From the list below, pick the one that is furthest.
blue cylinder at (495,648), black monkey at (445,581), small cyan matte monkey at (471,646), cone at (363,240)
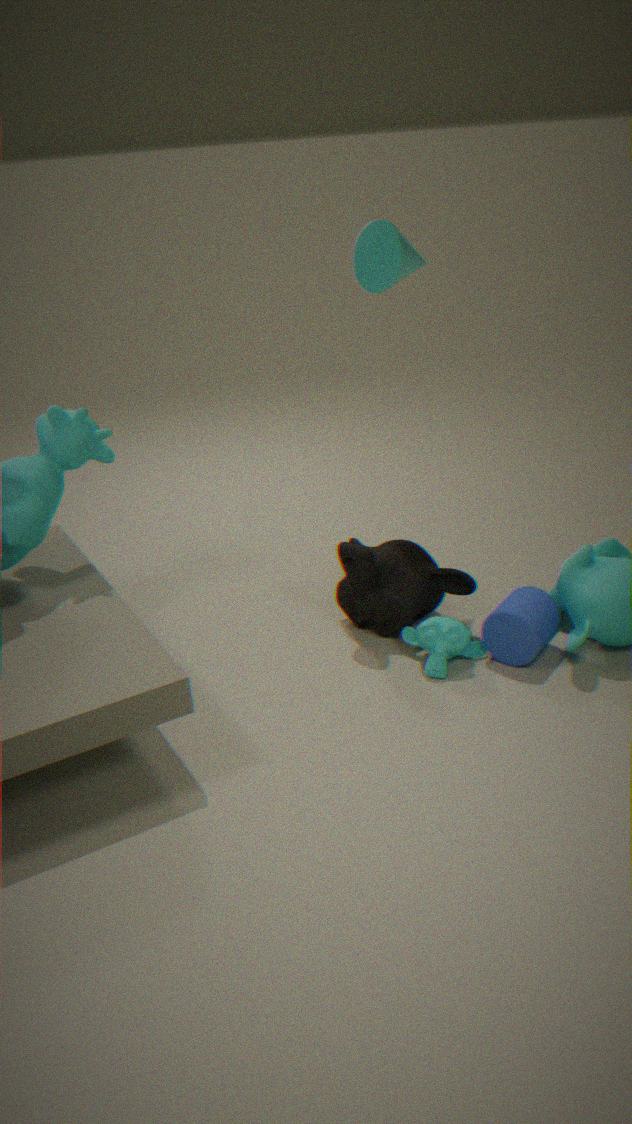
black monkey at (445,581)
